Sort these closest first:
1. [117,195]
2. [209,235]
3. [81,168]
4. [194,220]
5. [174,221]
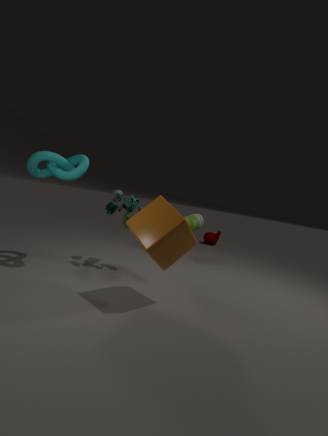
[174,221]
[81,168]
[117,195]
[194,220]
[209,235]
